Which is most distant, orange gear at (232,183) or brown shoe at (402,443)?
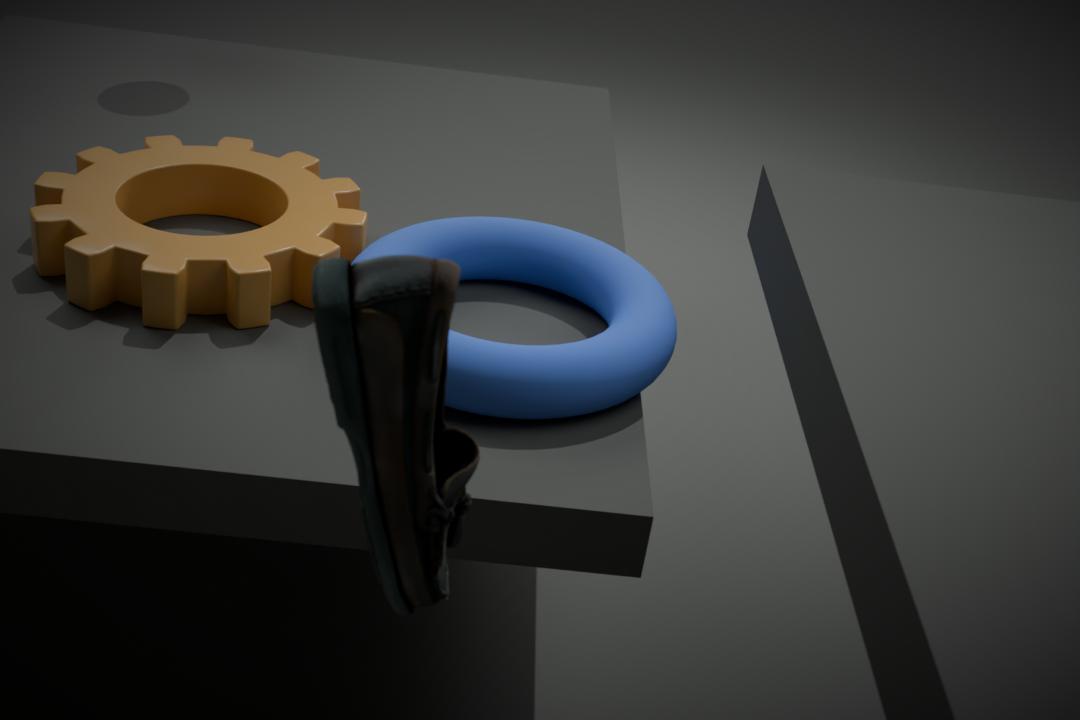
orange gear at (232,183)
